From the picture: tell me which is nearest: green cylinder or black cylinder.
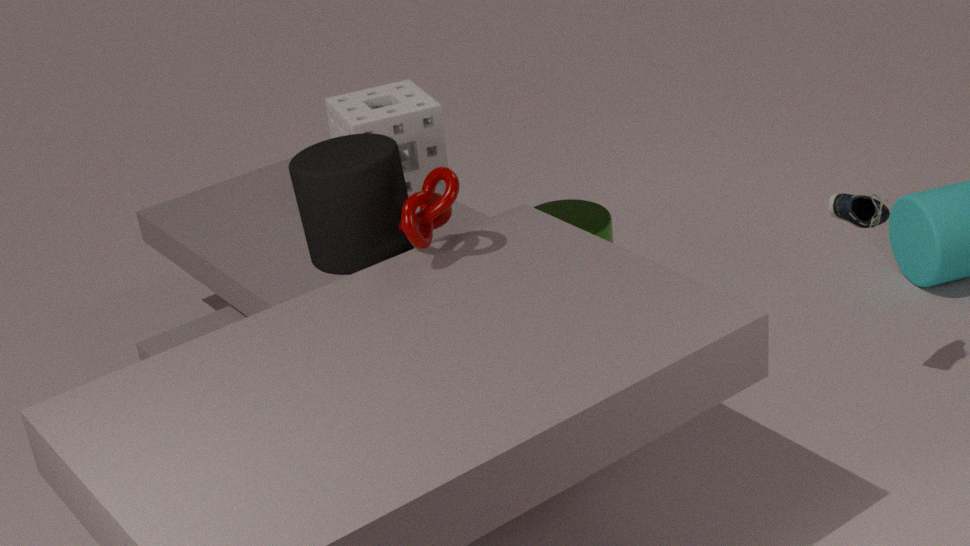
black cylinder
